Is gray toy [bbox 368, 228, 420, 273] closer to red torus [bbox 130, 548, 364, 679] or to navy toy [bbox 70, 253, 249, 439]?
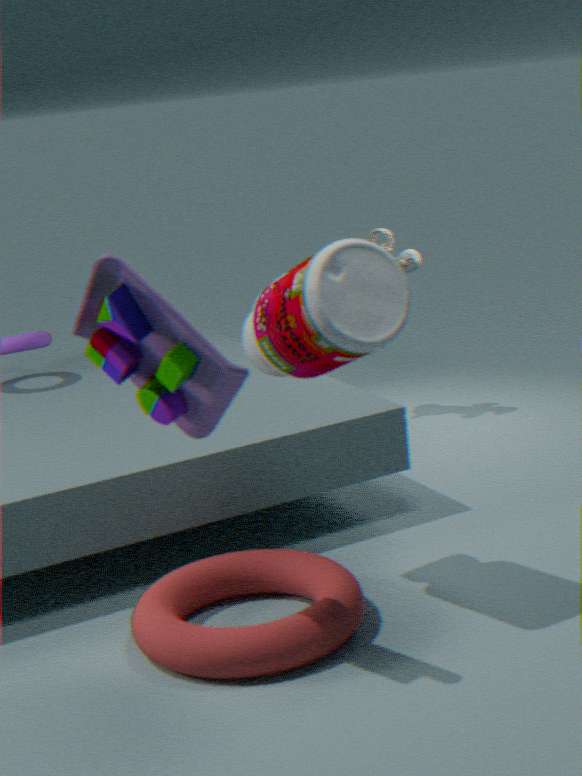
red torus [bbox 130, 548, 364, 679]
